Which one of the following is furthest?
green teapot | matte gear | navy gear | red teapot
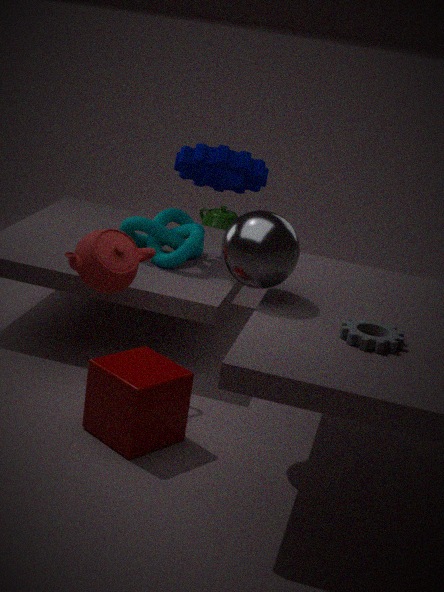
green teapot
